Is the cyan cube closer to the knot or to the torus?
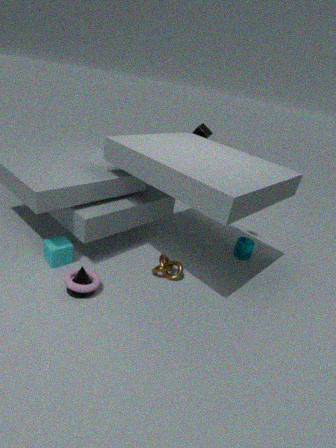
the torus
